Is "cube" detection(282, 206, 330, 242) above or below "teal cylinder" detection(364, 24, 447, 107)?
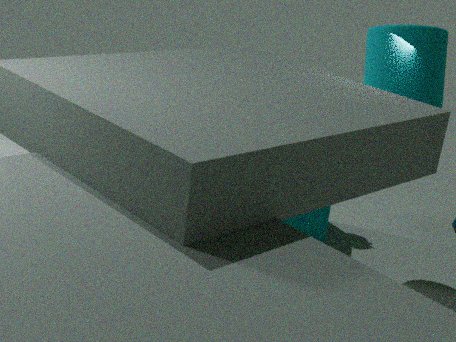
below
